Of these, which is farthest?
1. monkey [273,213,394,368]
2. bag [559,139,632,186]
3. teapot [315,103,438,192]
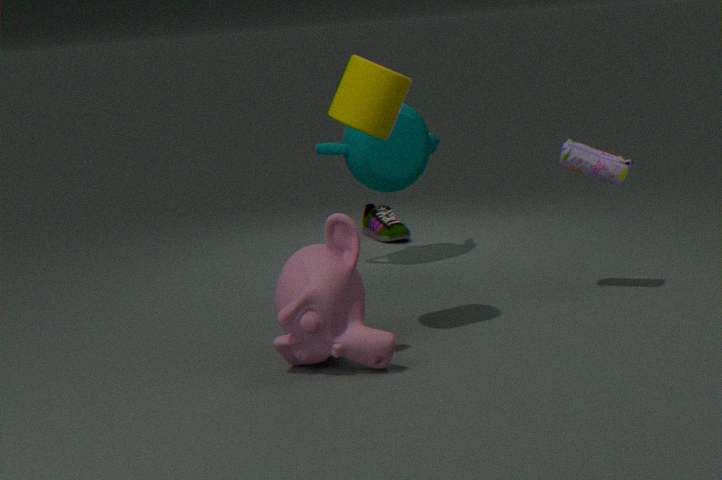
teapot [315,103,438,192]
